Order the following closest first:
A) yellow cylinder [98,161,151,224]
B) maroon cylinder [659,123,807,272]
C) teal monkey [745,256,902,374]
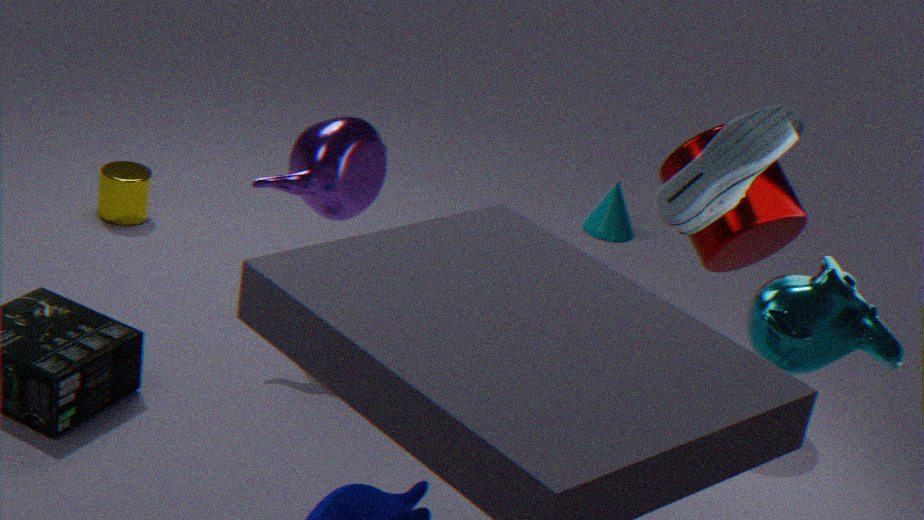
teal monkey [745,256,902,374]
maroon cylinder [659,123,807,272]
yellow cylinder [98,161,151,224]
